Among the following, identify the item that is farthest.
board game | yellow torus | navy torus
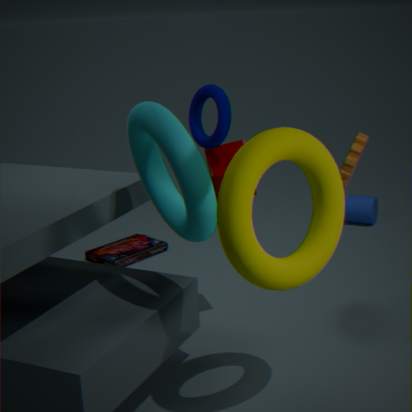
board game
